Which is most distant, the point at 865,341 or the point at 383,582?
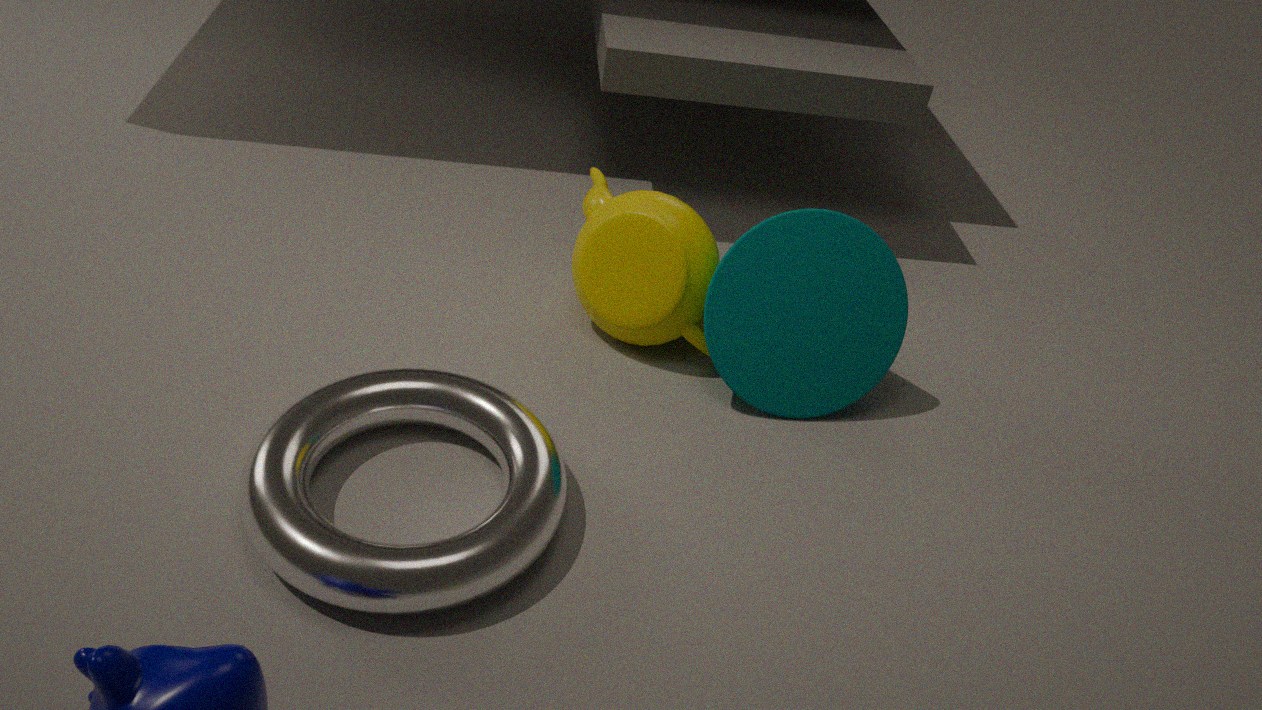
the point at 865,341
